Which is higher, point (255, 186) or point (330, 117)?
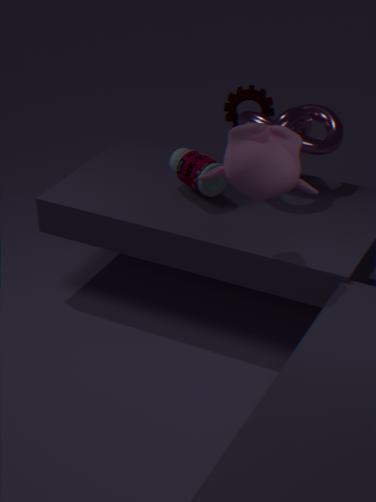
point (255, 186)
